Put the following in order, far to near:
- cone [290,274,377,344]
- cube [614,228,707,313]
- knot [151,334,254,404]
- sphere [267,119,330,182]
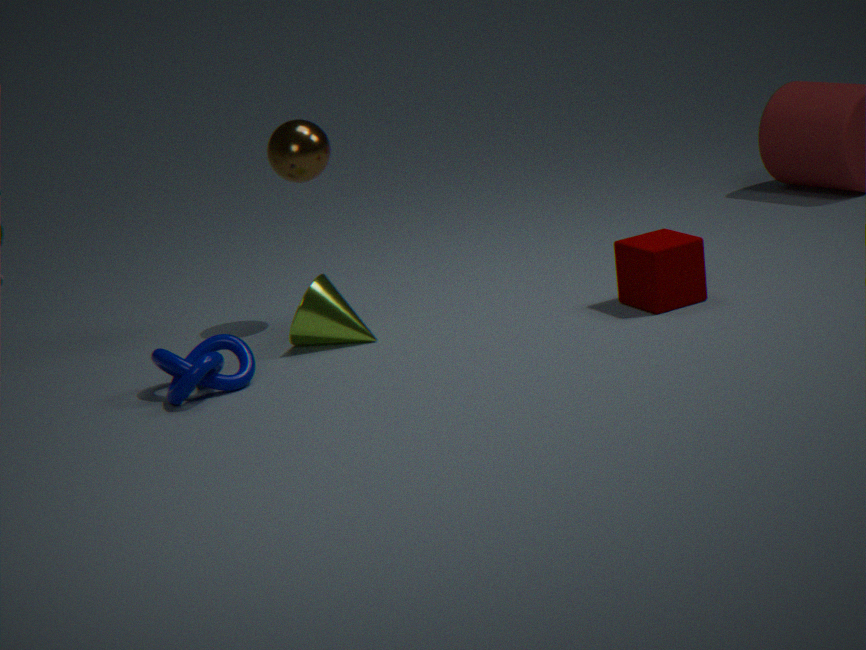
A: sphere [267,119,330,182] → cone [290,274,377,344] → cube [614,228,707,313] → knot [151,334,254,404]
